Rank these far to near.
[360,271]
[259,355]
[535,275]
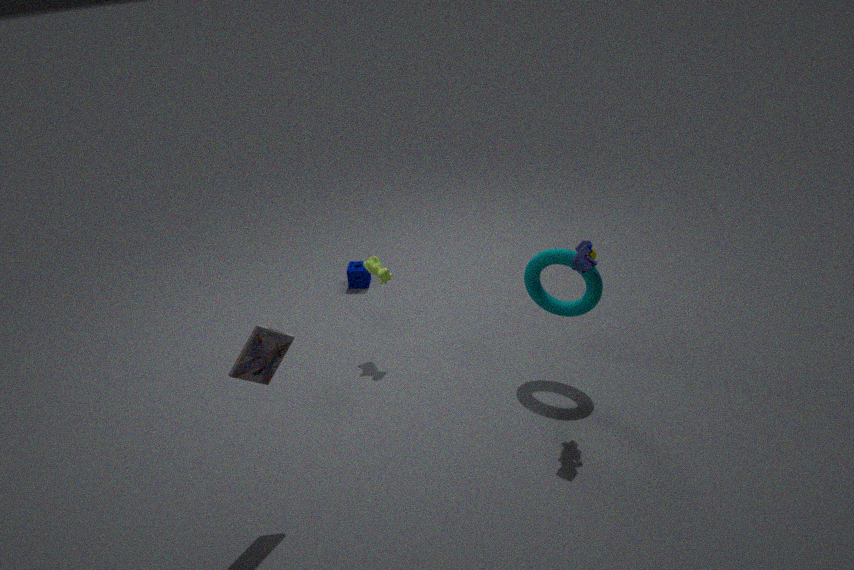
1. [360,271]
2. [535,275]
3. [259,355]
